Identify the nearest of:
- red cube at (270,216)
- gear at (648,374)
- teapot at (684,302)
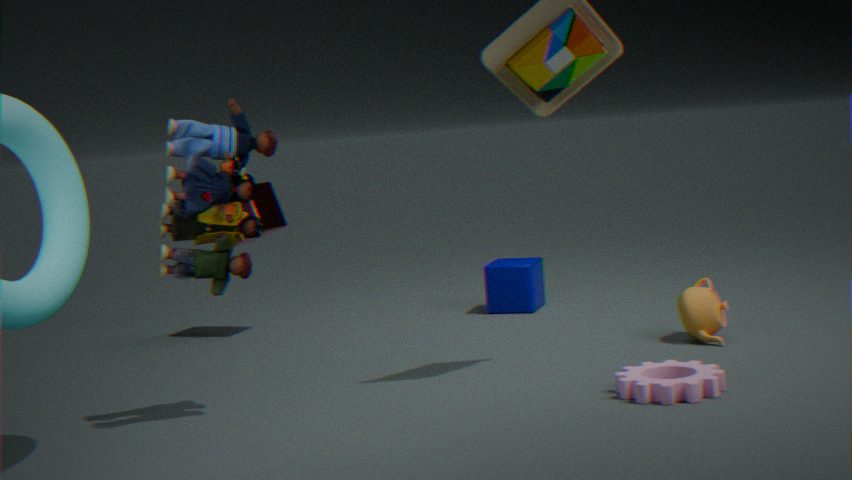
gear at (648,374)
